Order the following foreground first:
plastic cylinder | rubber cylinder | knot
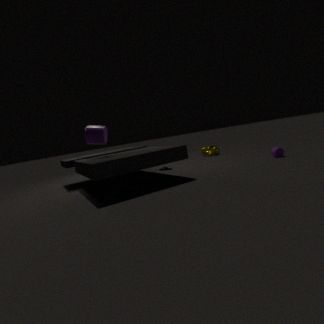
plastic cylinder
rubber cylinder
knot
